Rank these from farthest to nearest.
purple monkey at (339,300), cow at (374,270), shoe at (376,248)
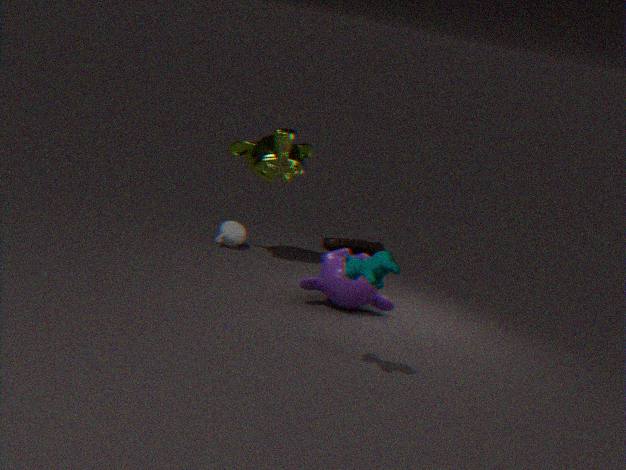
shoe at (376,248) < purple monkey at (339,300) < cow at (374,270)
